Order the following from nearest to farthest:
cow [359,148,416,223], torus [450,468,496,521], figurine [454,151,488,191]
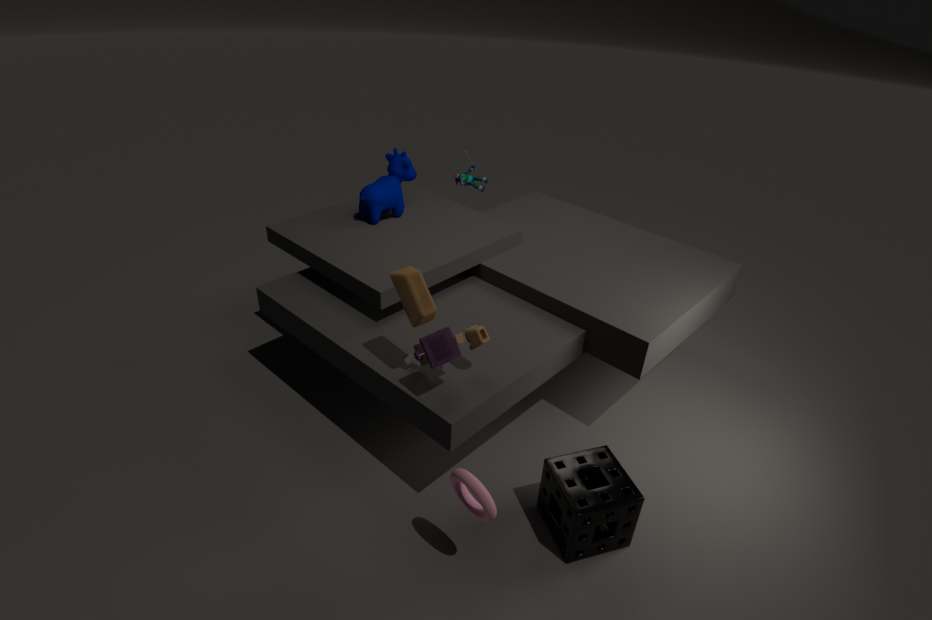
torus [450,468,496,521], cow [359,148,416,223], figurine [454,151,488,191]
